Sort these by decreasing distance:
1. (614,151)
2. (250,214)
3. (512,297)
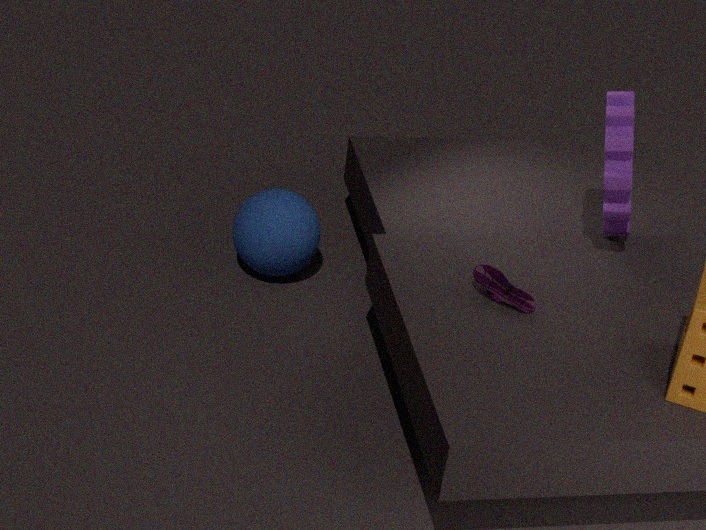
(250,214) → (614,151) → (512,297)
